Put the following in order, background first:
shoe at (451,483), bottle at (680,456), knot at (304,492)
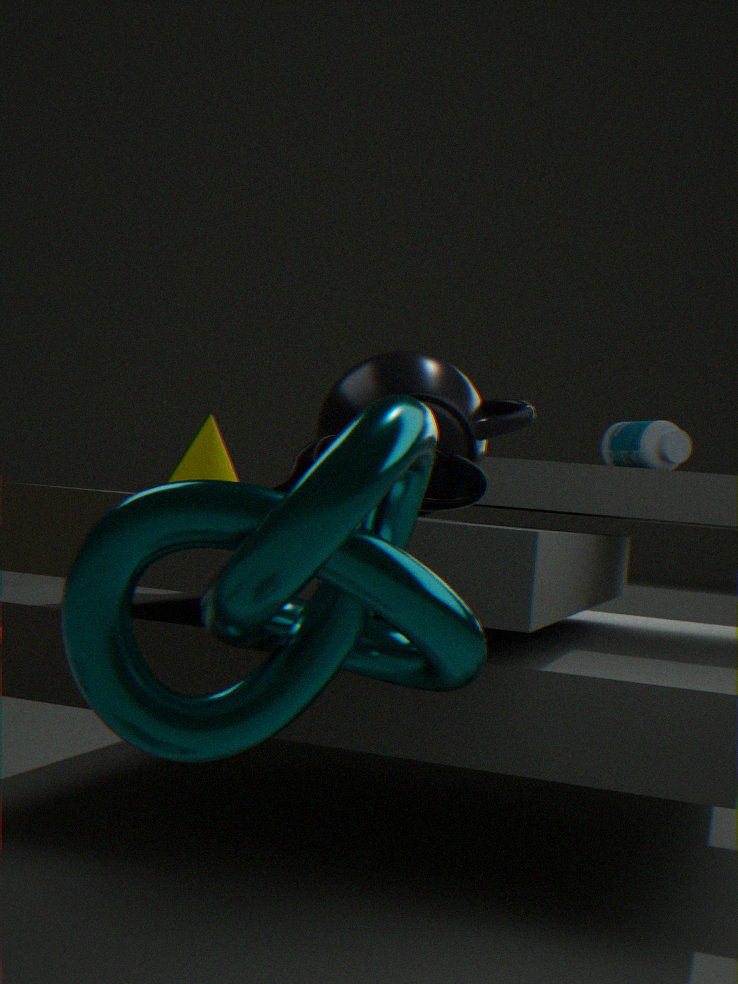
1. bottle at (680,456)
2. shoe at (451,483)
3. knot at (304,492)
